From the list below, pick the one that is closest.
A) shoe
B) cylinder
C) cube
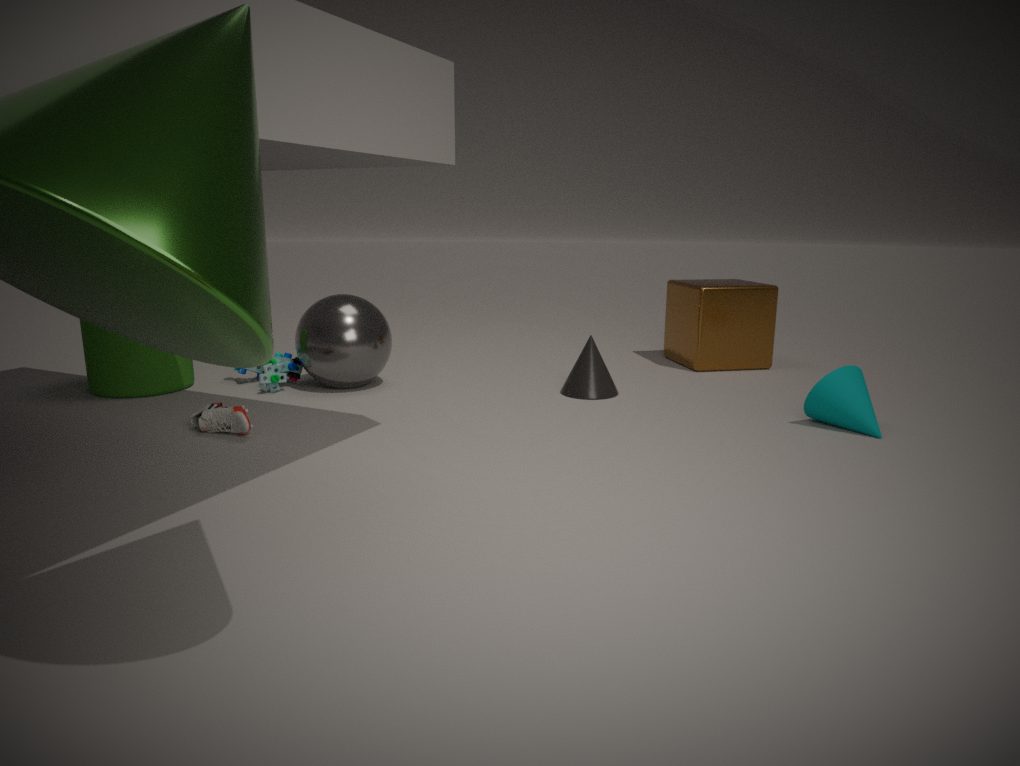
shoe
